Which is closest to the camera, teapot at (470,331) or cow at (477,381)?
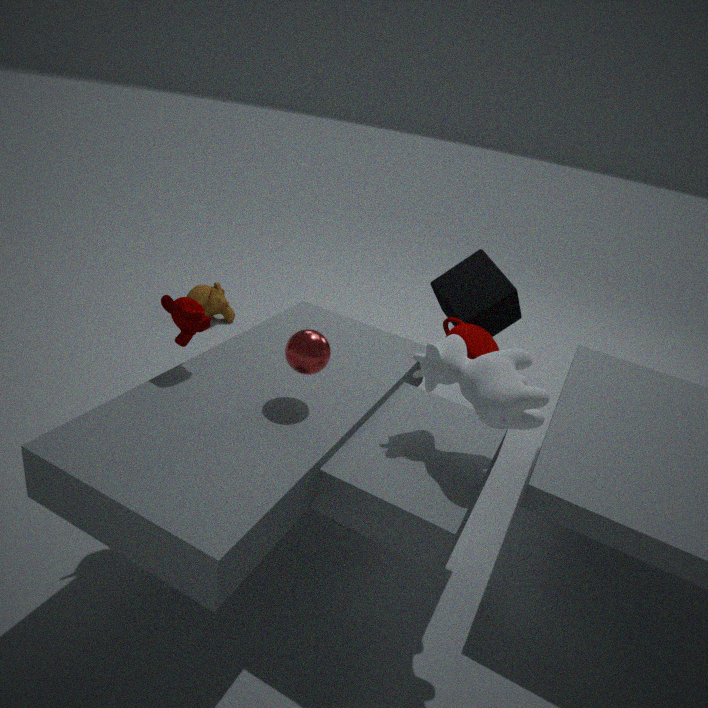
cow at (477,381)
